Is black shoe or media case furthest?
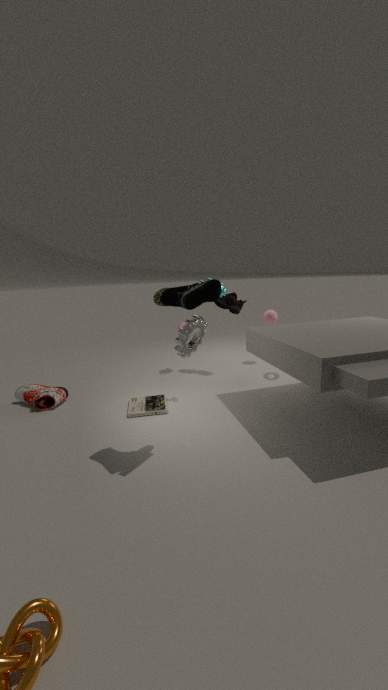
media case
